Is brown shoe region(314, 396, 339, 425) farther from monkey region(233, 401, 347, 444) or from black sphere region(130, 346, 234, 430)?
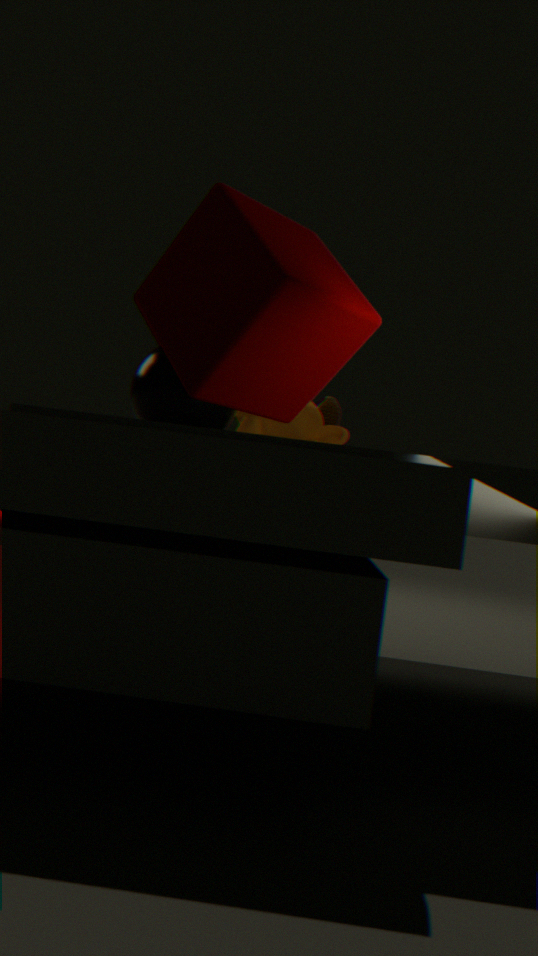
black sphere region(130, 346, 234, 430)
